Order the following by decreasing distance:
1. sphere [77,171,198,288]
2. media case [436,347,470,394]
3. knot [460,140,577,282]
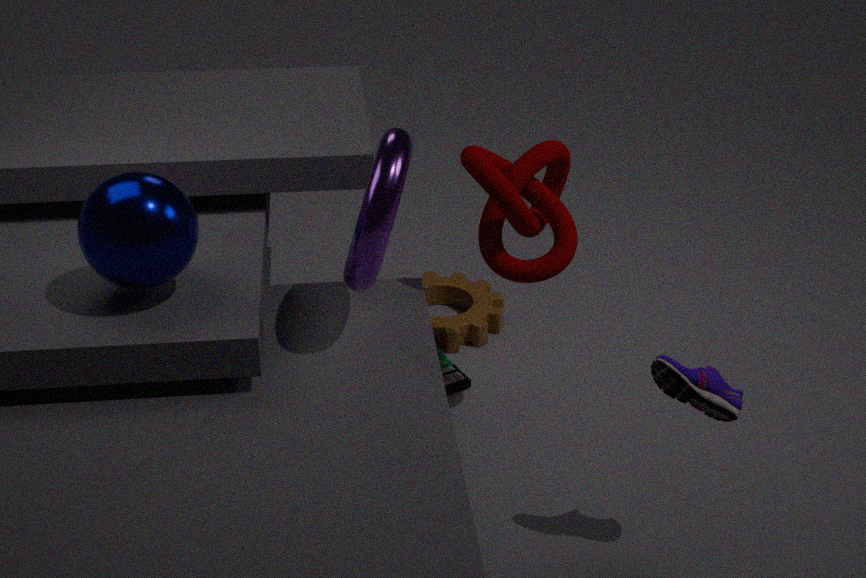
media case [436,347,470,394]
knot [460,140,577,282]
sphere [77,171,198,288]
